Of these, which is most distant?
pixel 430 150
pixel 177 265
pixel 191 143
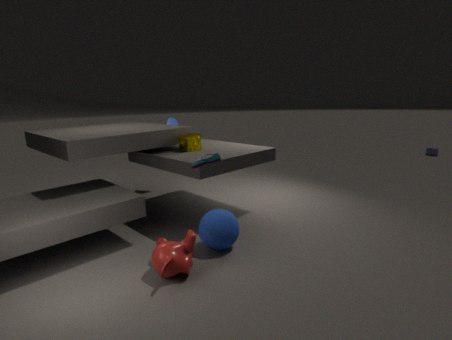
pixel 430 150
